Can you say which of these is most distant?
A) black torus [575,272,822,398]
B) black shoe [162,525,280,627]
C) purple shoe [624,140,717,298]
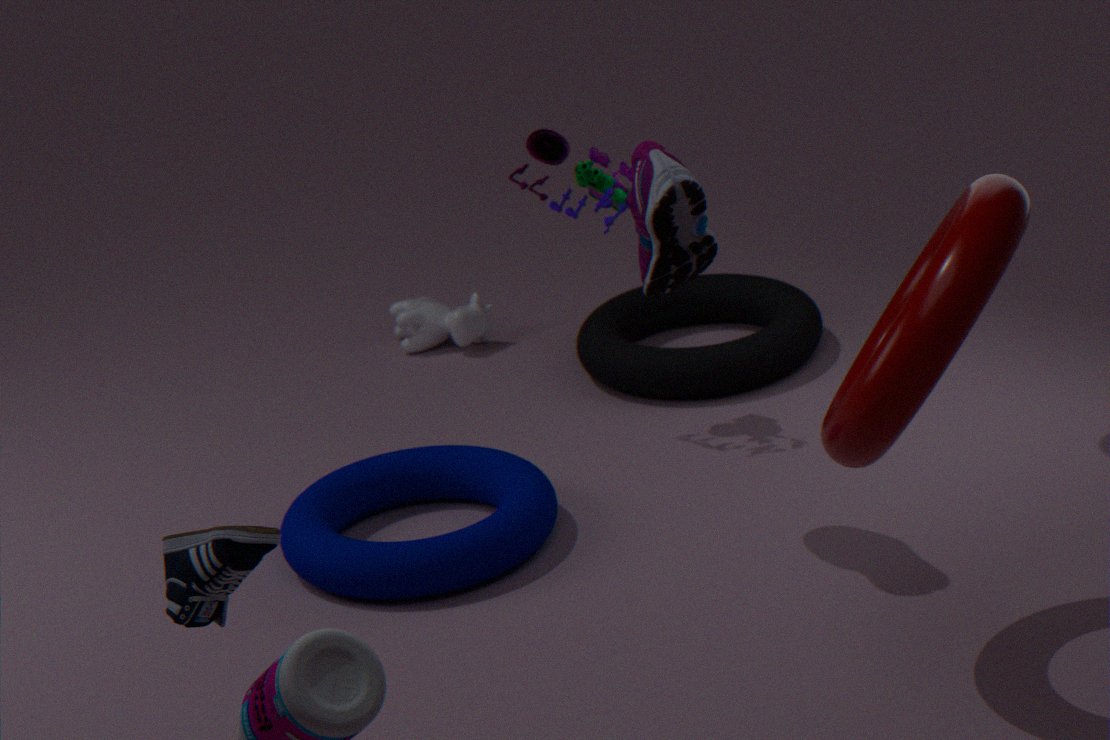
black torus [575,272,822,398]
